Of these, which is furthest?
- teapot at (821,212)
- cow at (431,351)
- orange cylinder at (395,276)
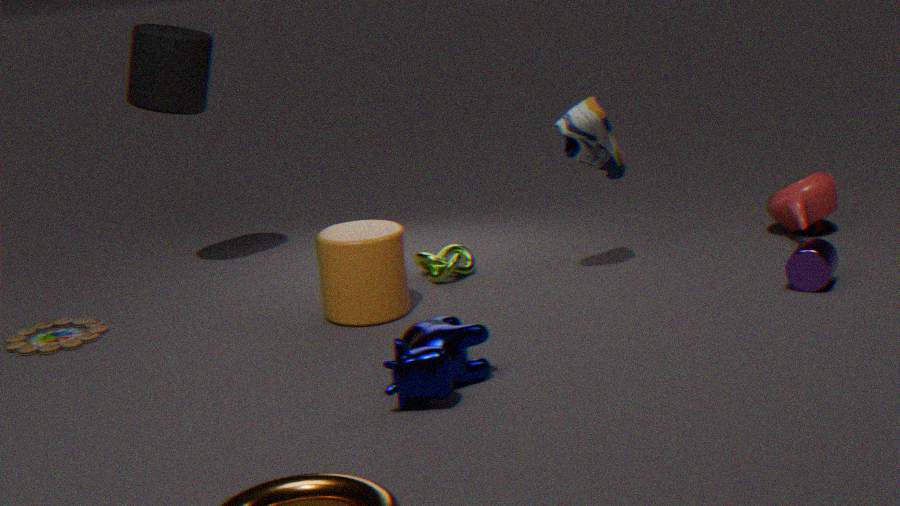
teapot at (821,212)
